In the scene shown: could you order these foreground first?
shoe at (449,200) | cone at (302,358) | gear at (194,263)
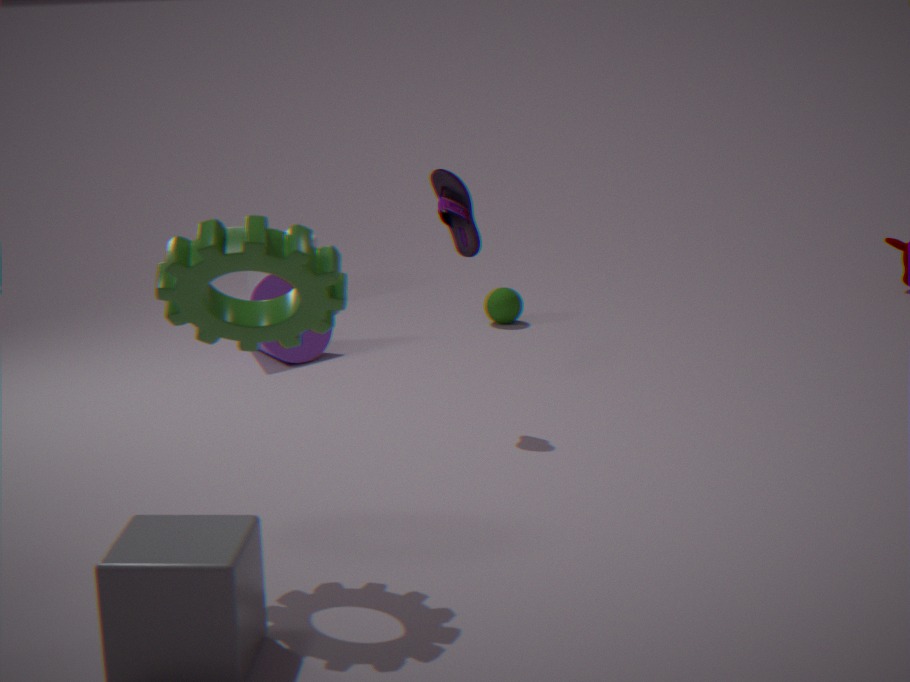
gear at (194,263), shoe at (449,200), cone at (302,358)
